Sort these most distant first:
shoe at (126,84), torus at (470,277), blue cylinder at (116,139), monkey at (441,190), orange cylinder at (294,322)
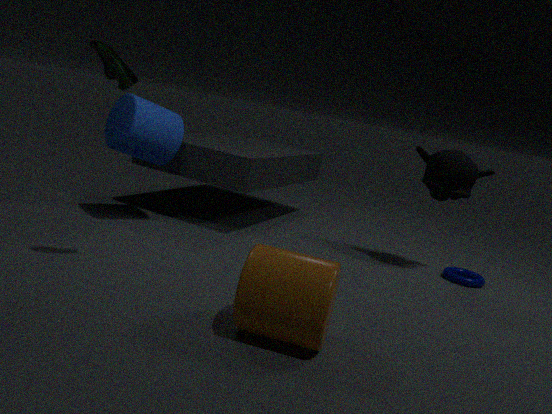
1. torus at (470,277)
2. monkey at (441,190)
3. blue cylinder at (116,139)
4. shoe at (126,84)
5. orange cylinder at (294,322)
